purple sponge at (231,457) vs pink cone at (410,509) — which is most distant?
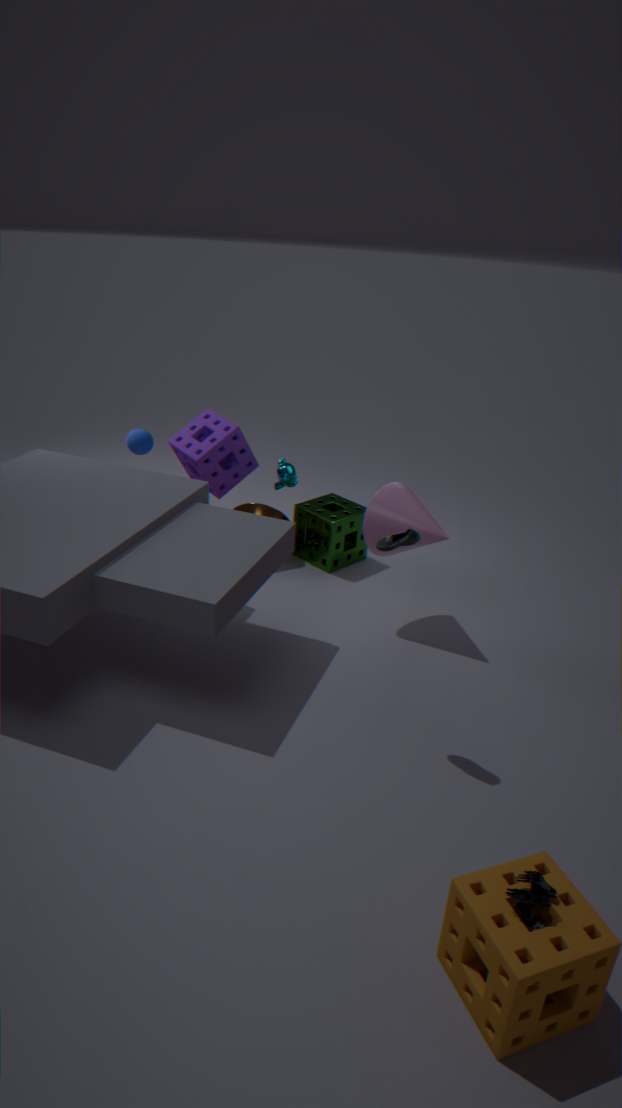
purple sponge at (231,457)
